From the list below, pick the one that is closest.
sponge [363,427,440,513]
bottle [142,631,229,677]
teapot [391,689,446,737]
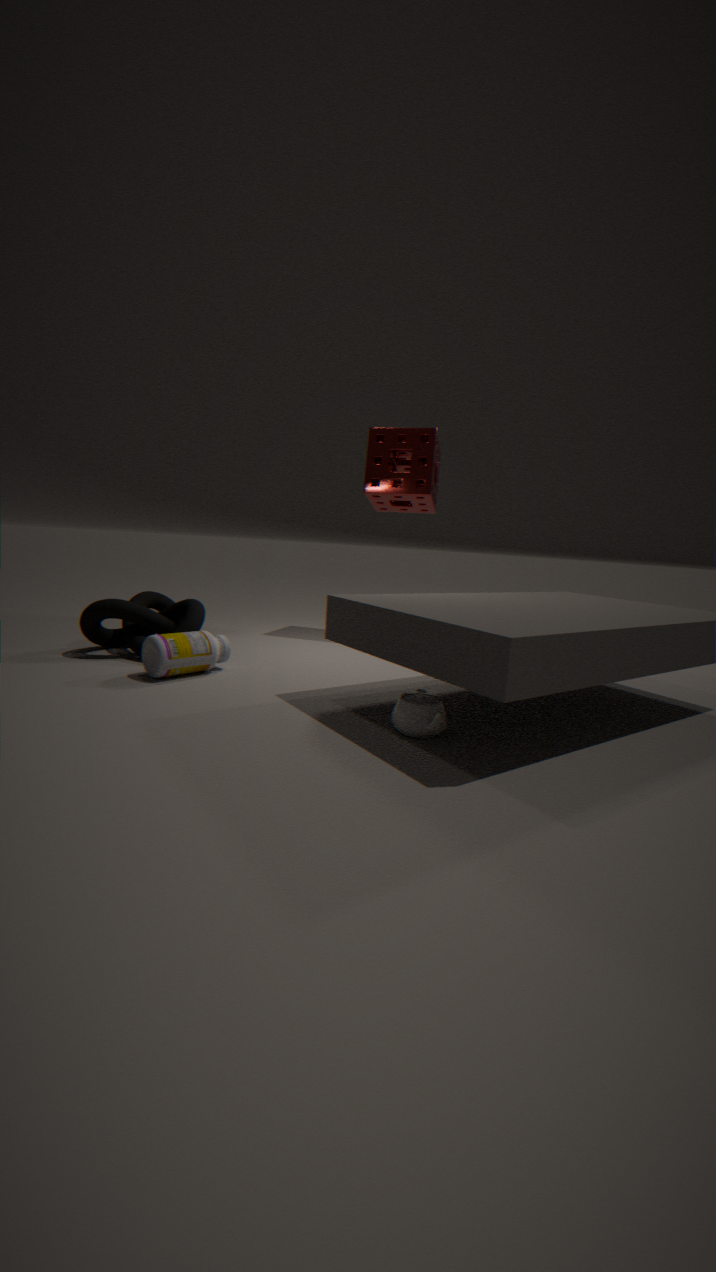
teapot [391,689,446,737]
